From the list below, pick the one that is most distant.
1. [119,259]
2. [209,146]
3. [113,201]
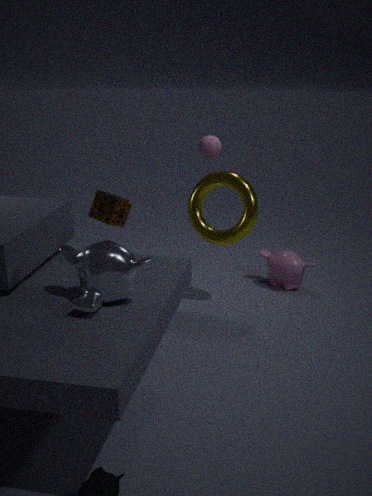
[209,146]
